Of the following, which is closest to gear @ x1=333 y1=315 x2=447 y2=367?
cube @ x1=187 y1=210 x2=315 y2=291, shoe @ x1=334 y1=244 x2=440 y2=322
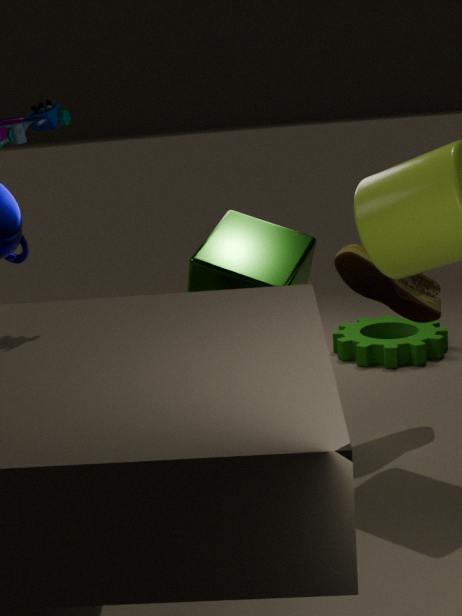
shoe @ x1=334 y1=244 x2=440 y2=322
